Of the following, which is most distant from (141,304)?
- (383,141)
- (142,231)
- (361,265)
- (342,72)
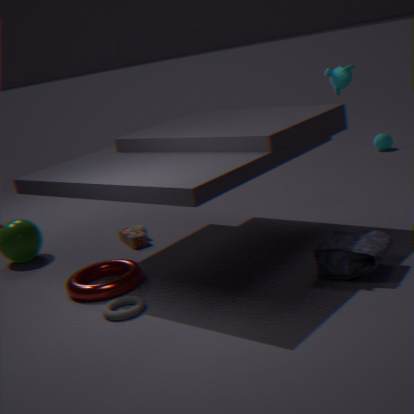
(383,141)
